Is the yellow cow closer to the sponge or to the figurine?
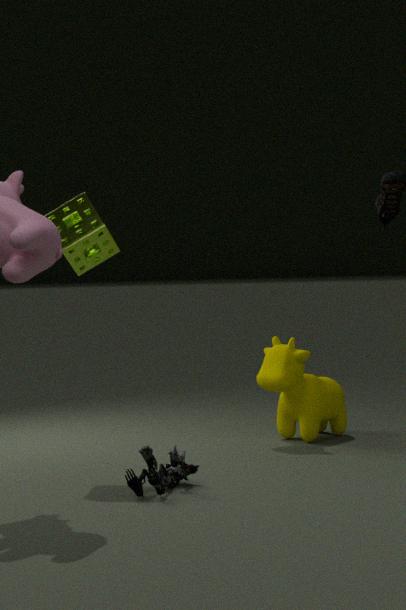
the figurine
